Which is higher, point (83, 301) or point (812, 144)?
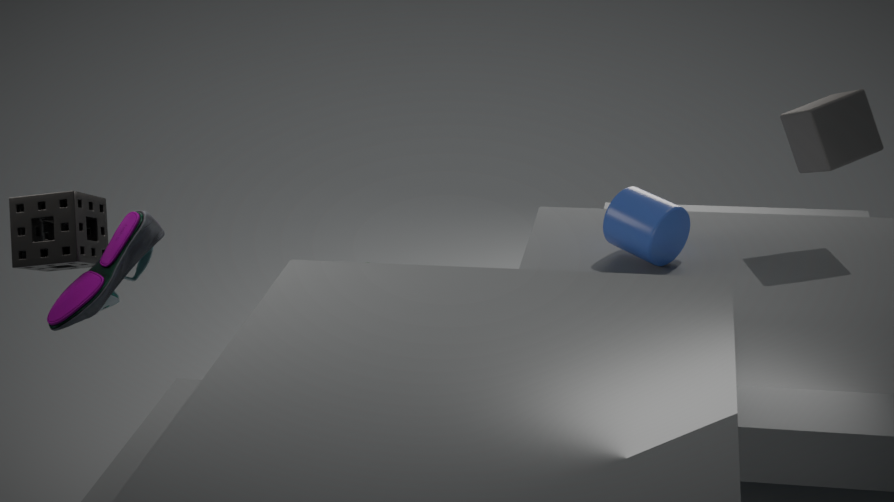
point (812, 144)
